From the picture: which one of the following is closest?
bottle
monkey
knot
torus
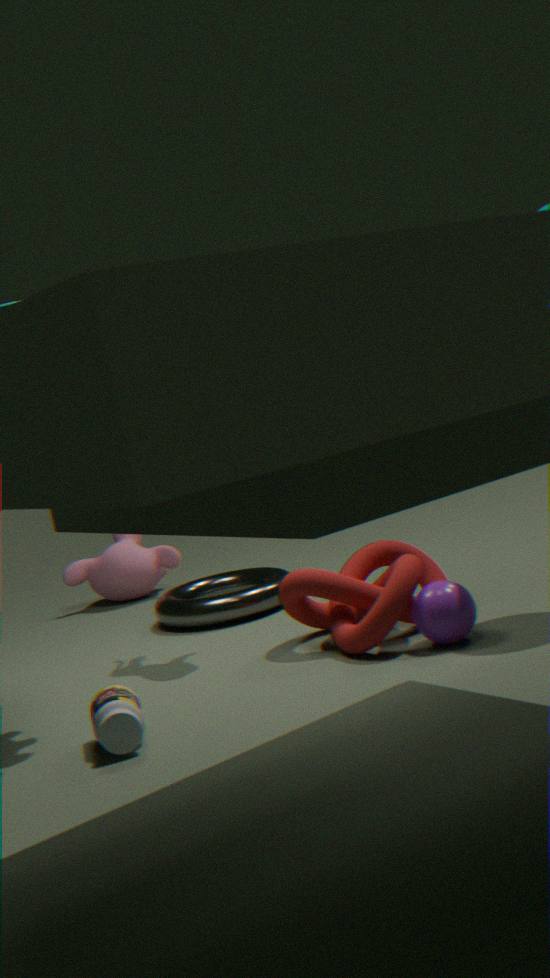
bottle
